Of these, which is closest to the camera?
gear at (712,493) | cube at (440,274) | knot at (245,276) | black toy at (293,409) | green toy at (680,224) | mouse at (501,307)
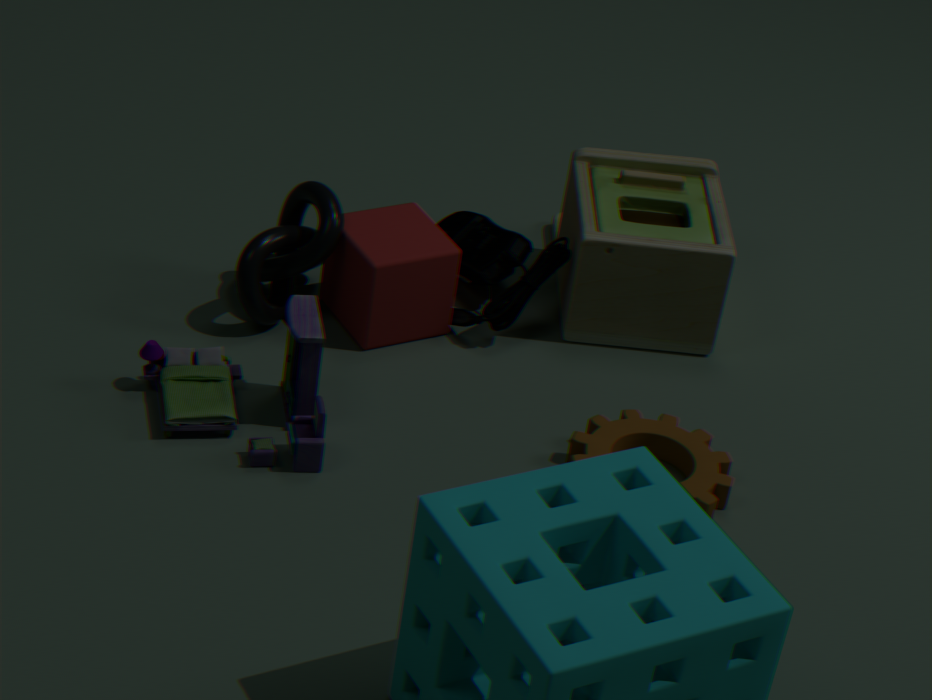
black toy at (293,409)
